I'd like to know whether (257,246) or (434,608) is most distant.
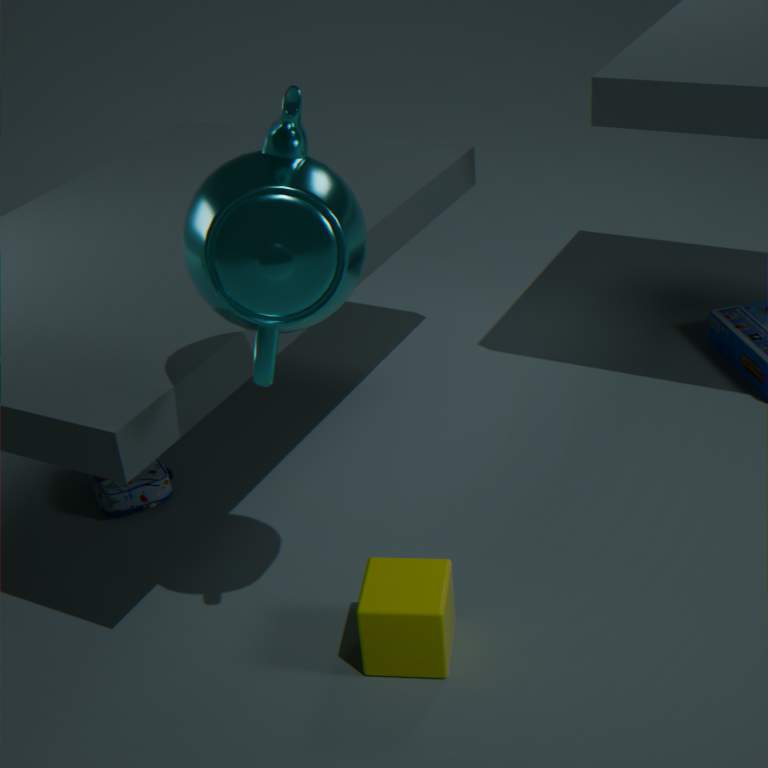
(434,608)
